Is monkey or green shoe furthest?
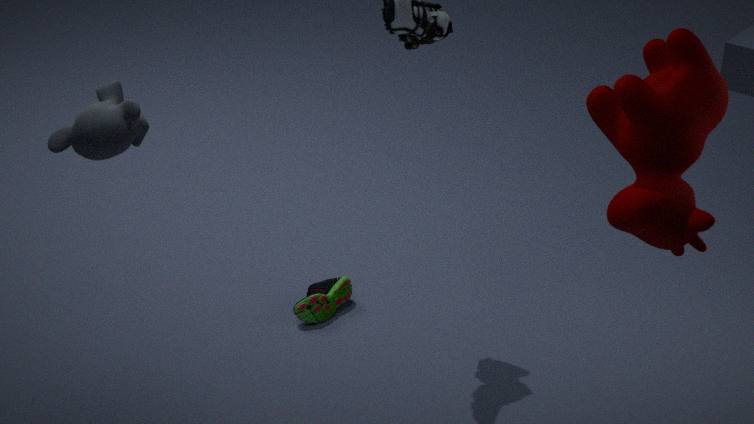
green shoe
